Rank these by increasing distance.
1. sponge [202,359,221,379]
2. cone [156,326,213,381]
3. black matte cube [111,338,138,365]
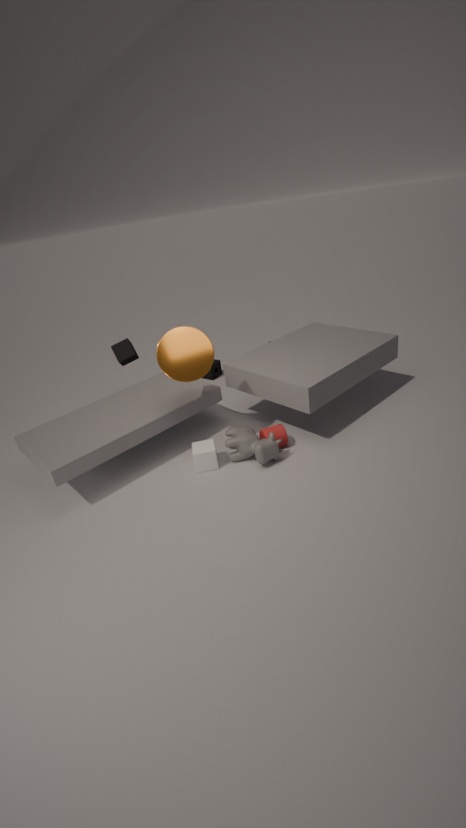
cone [156,326,213,381], black matte cube [111,338,138,365], sponge [202,359,221,379]
